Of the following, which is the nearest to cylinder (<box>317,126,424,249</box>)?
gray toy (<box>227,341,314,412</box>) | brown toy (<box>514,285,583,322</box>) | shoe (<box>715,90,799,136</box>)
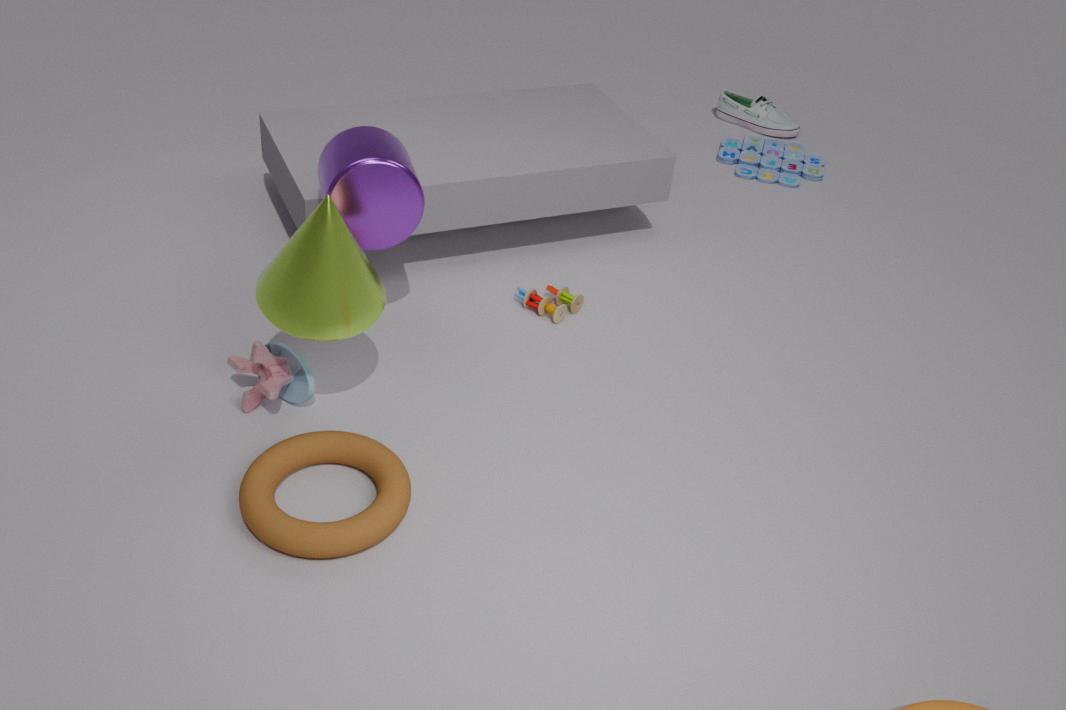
gray toy (<box>227,341,314,412</box>)
